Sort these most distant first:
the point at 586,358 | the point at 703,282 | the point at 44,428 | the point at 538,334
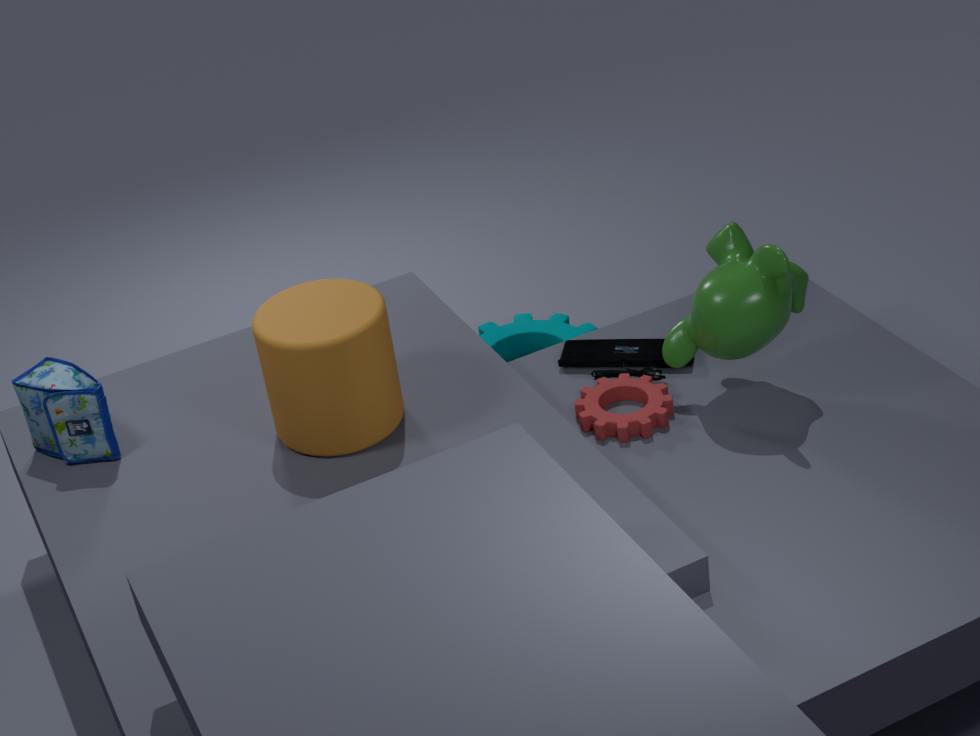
the point at 538,334, the point at 586,358, the point at 44,428, the point at 703,282
